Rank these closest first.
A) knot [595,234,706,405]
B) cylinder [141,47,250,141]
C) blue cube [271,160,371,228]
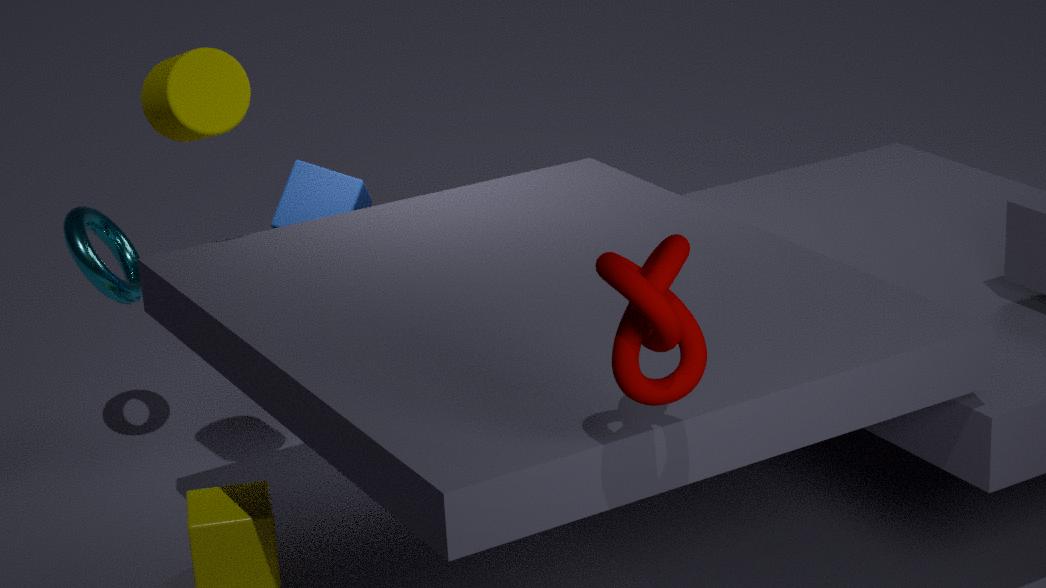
1. A. knot [595,234,706,405]
2. B. cylinder [141,47,250,141]
3. C. blue cube [271,160,371,228]
